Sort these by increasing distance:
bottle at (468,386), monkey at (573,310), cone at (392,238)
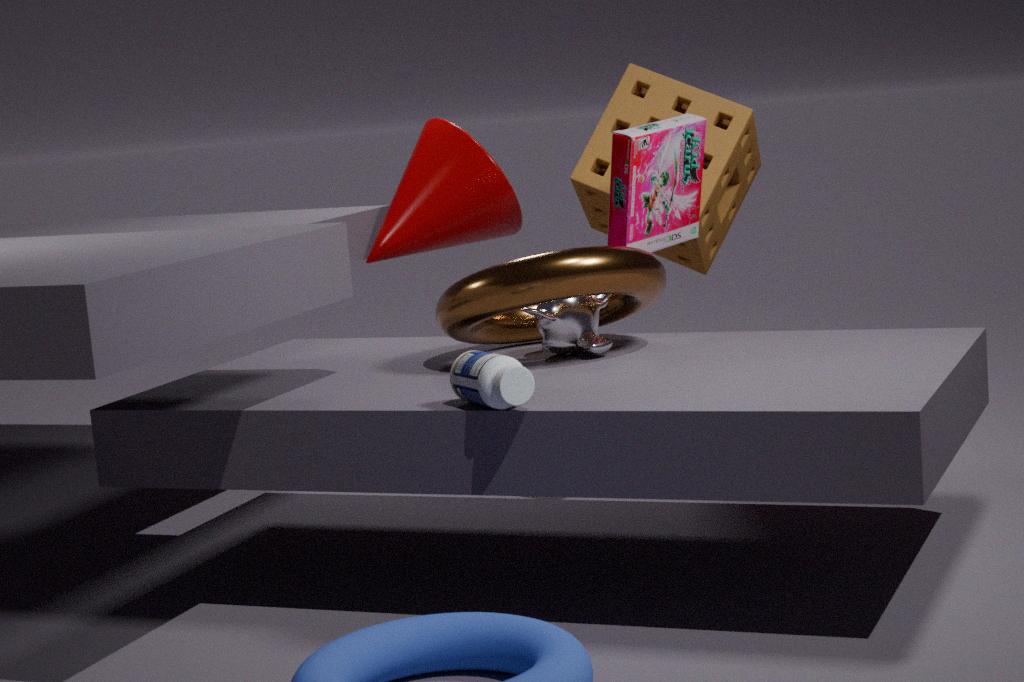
bottle at (468,386)
monkey at (573,310)
cone at (392,238)
